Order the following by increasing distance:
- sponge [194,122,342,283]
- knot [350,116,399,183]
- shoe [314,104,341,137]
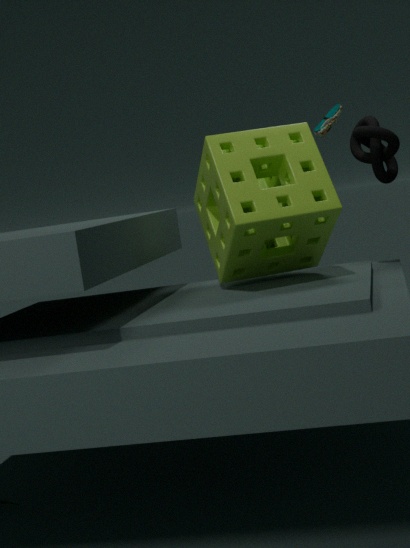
sponge [194,122,342,283], knot [350,116,399,183], shoe [314,104,341,137]
